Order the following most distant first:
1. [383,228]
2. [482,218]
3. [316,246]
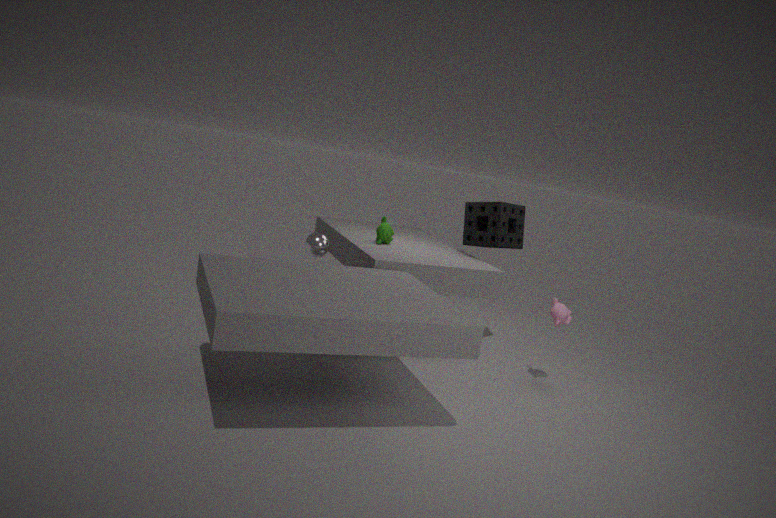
[482,218], [383,228], [316,246]
